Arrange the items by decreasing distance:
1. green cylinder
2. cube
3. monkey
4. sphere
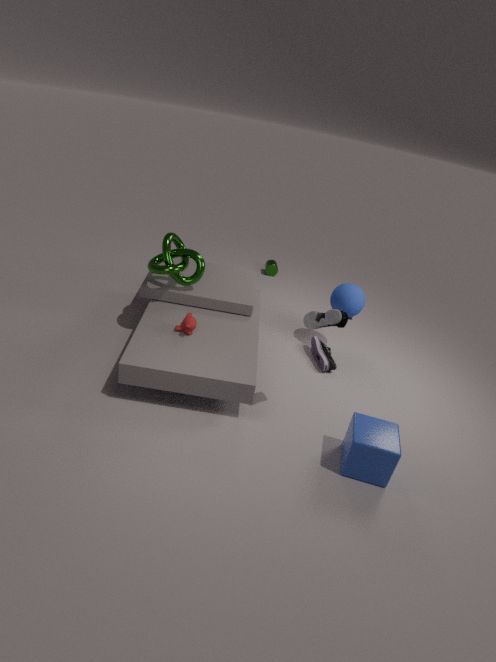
green cylinder < sphere < monkey < cube
